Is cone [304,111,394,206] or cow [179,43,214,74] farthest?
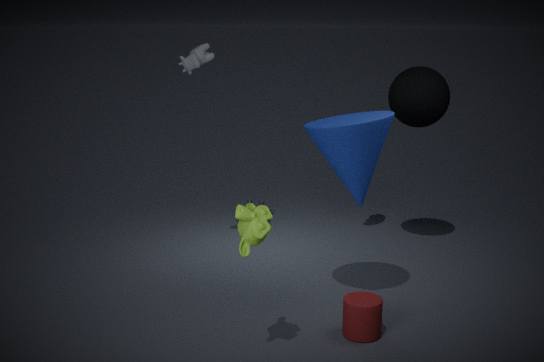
cow [179,43,214,74]
